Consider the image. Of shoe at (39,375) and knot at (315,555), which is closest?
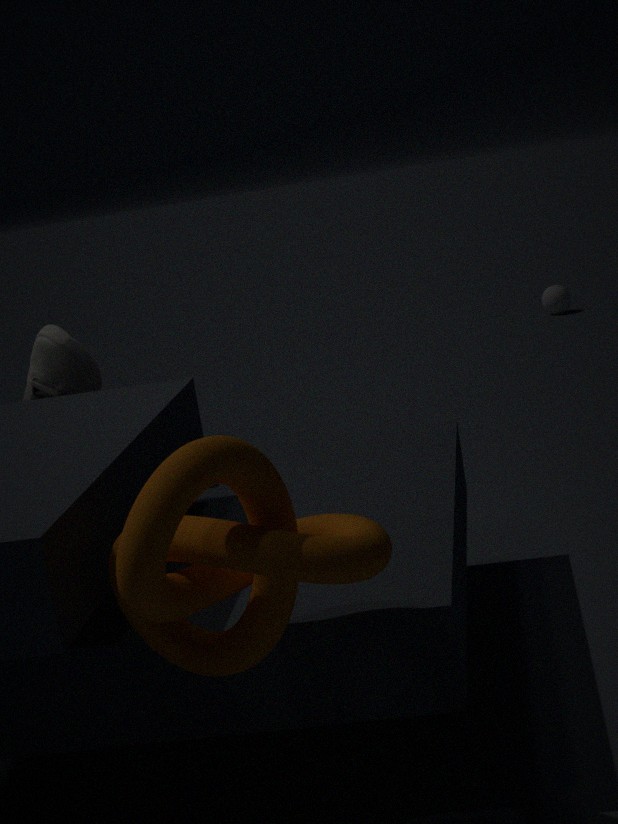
knot at (315,555)
